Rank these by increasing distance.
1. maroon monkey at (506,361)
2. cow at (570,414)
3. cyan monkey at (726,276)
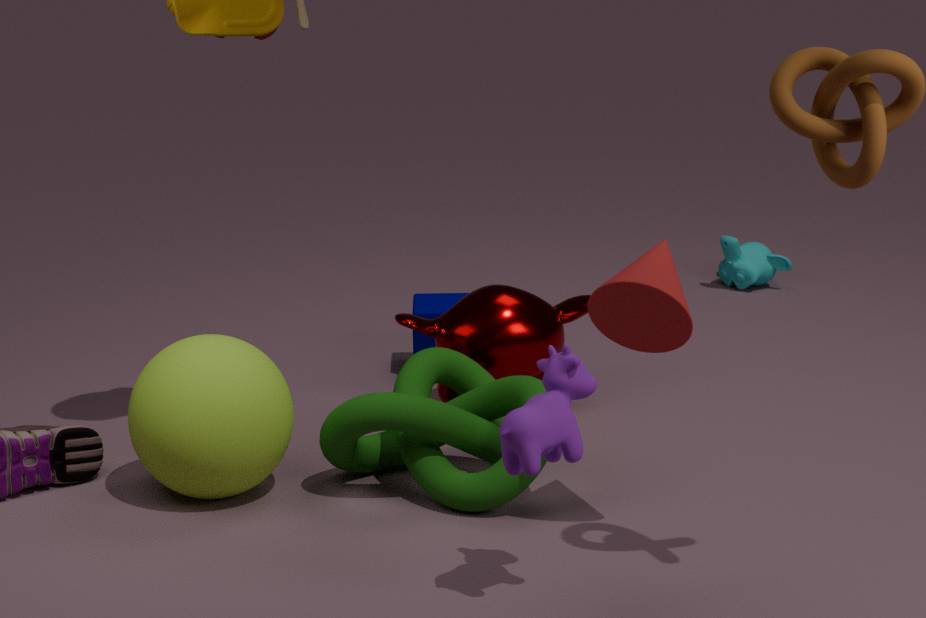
1. cow at (570,414)
2. maroon monkey at (506,361)
3. cyan monkey at (726,276)
